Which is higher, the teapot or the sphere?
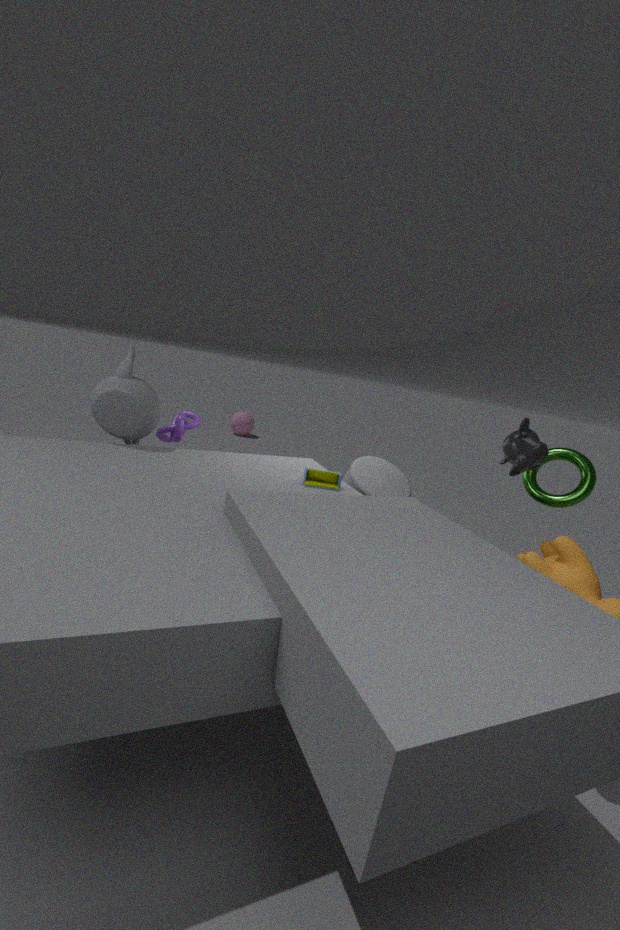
the teapot
